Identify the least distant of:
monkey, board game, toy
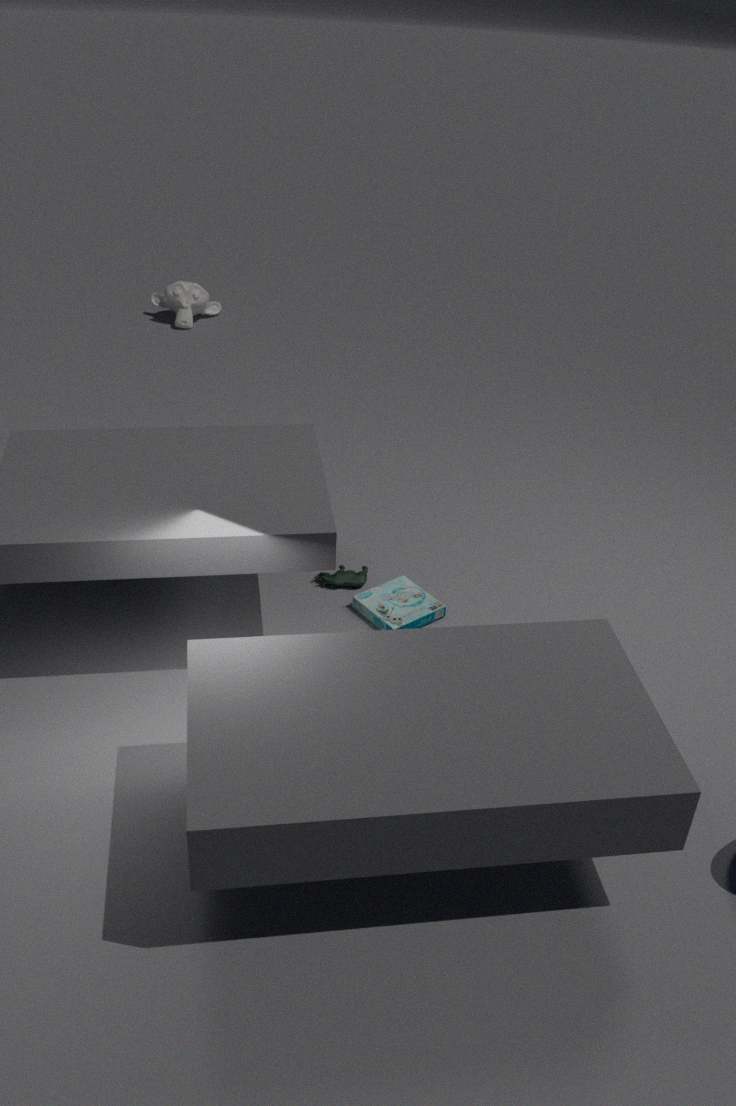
board game
